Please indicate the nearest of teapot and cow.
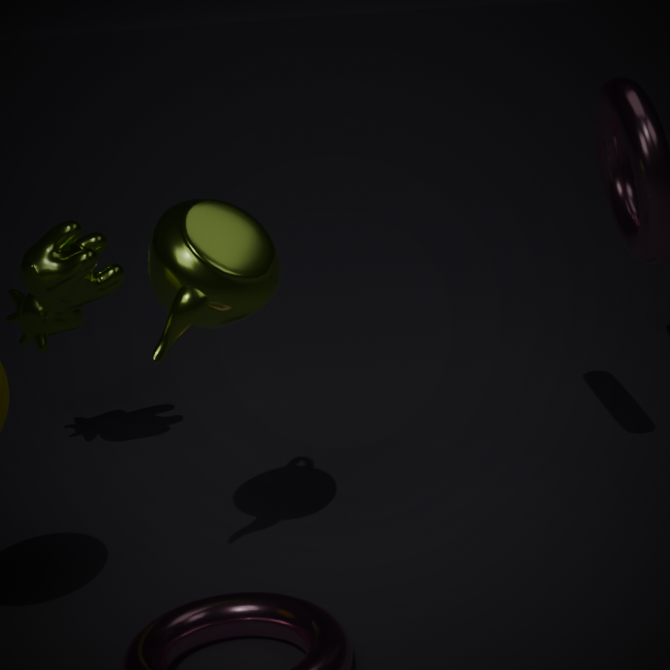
teapot
